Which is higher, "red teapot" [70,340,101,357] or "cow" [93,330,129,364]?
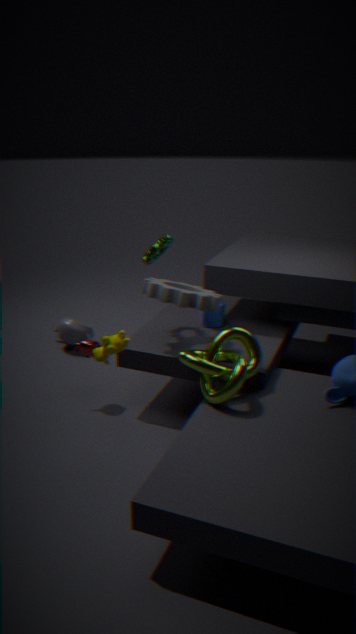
"cow" [93,330,129,364]
